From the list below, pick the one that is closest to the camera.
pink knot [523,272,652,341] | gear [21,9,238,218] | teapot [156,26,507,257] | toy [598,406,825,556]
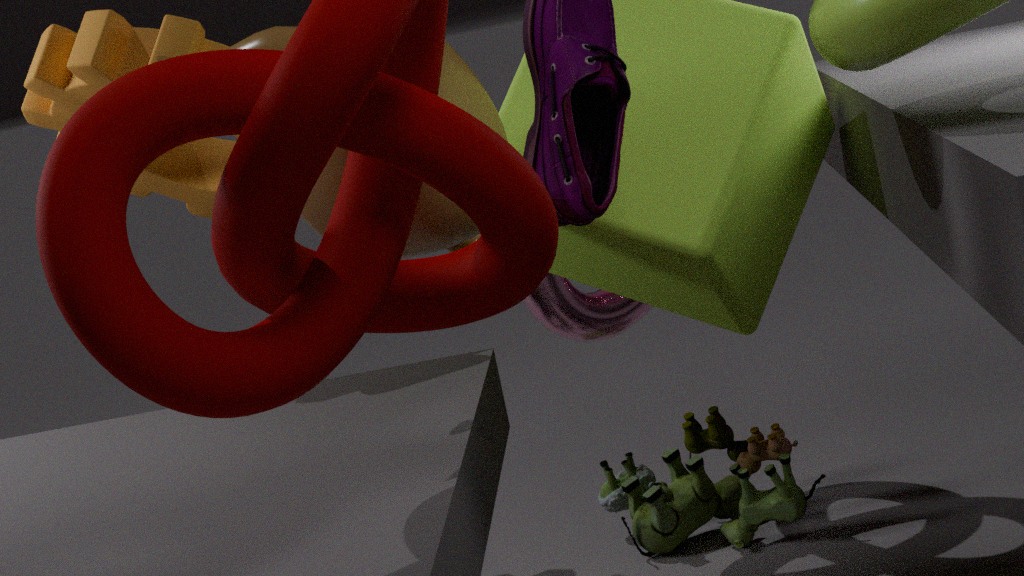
teapot [156,26,507,257]
